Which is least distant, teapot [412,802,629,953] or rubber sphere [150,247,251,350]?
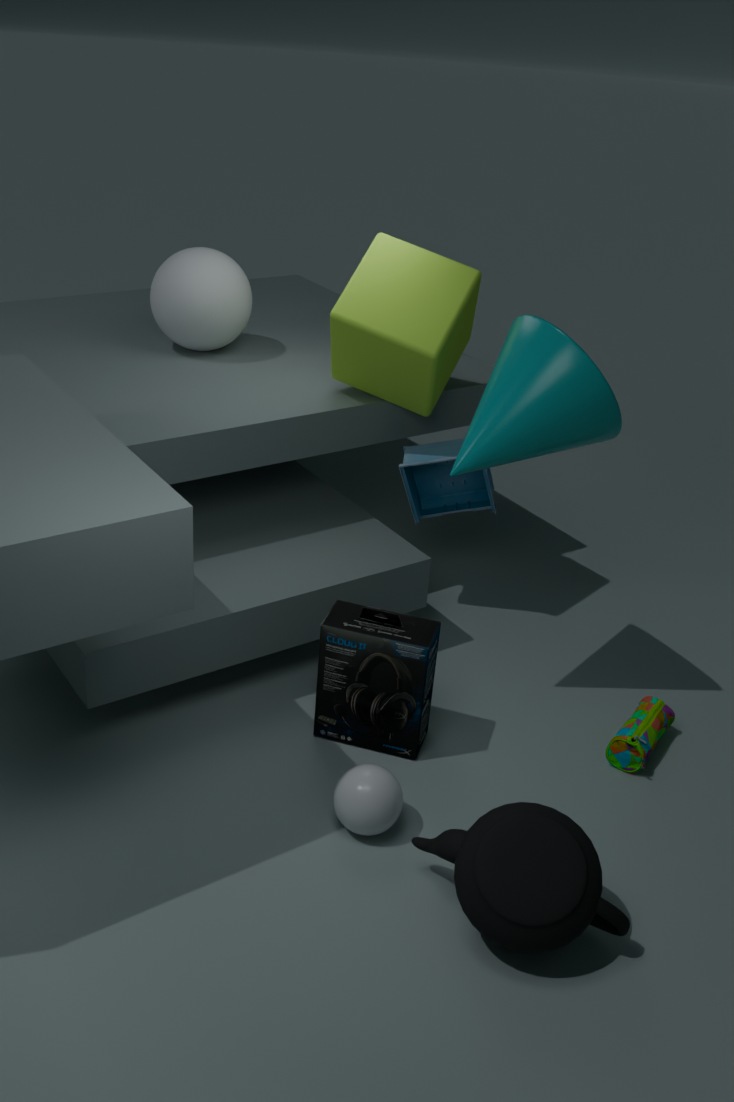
teapot [412,802,629,953]
